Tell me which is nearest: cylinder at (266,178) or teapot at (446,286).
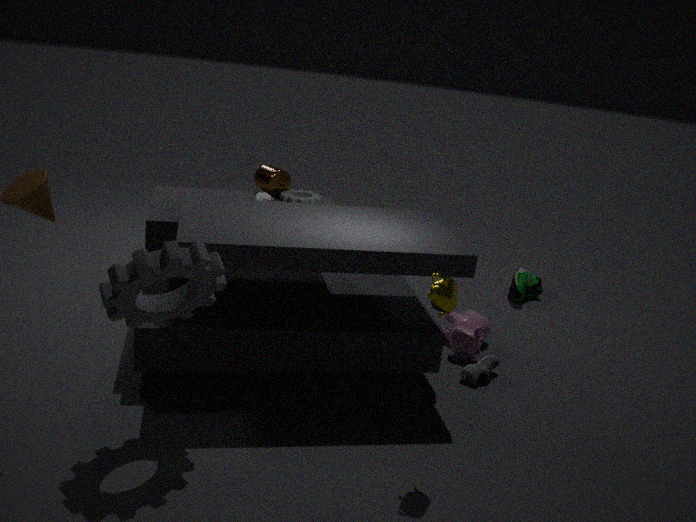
teapot at (446,286)
